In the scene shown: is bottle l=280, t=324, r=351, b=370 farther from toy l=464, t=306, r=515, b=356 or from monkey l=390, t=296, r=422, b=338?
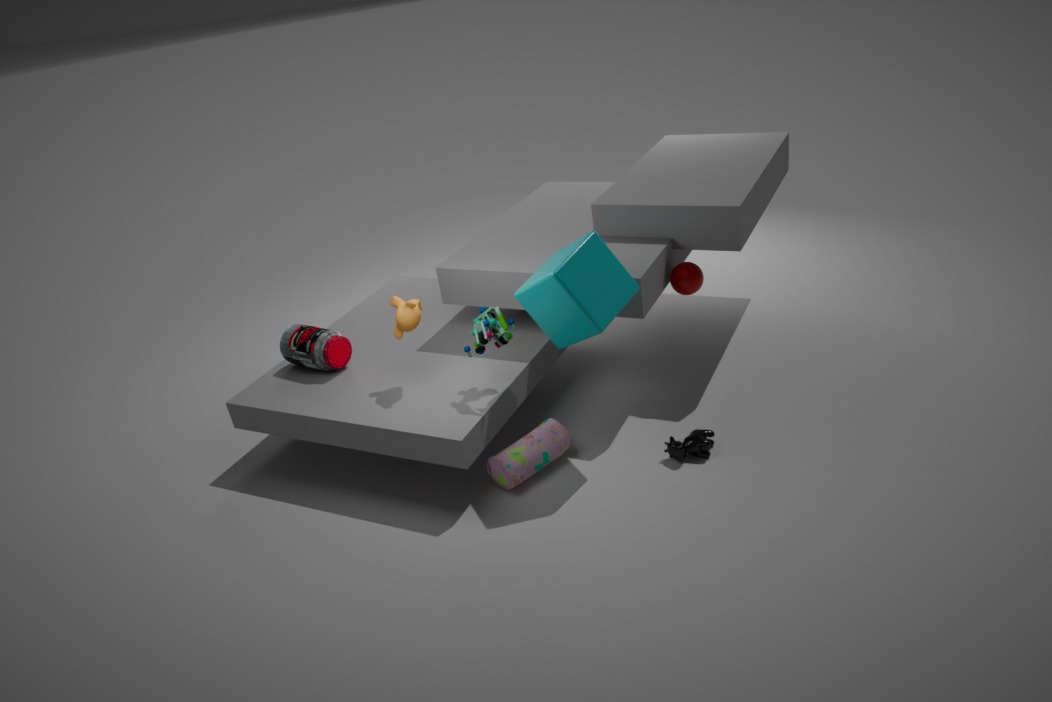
toy l=464, t=306, r=515, b=356
